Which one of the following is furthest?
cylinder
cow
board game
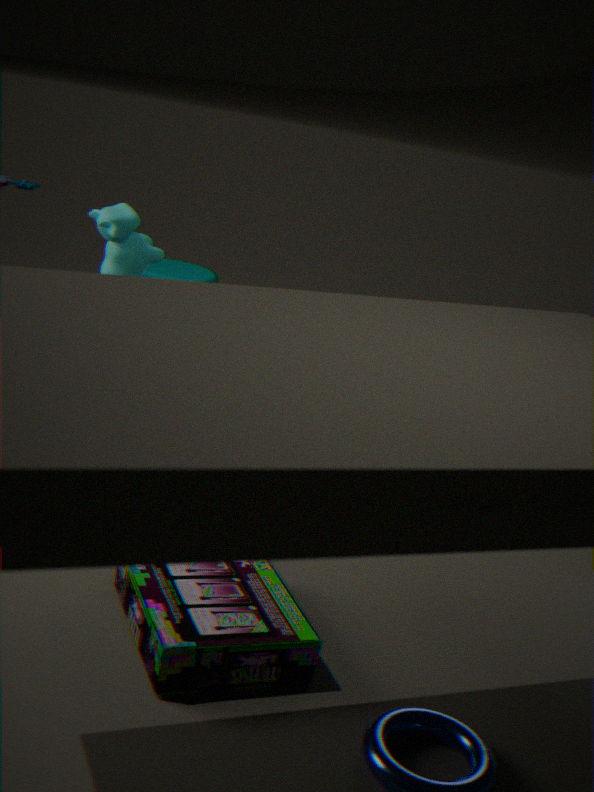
cylinder
